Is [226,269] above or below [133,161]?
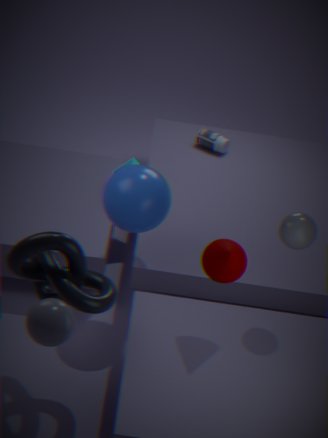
above
